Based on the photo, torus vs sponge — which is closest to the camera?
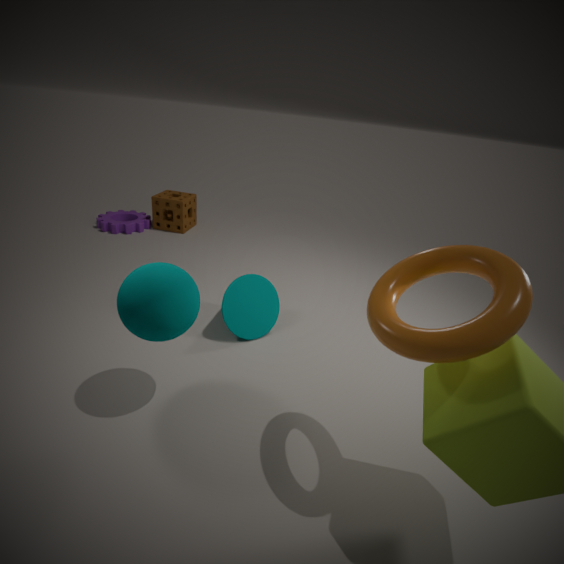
torus
